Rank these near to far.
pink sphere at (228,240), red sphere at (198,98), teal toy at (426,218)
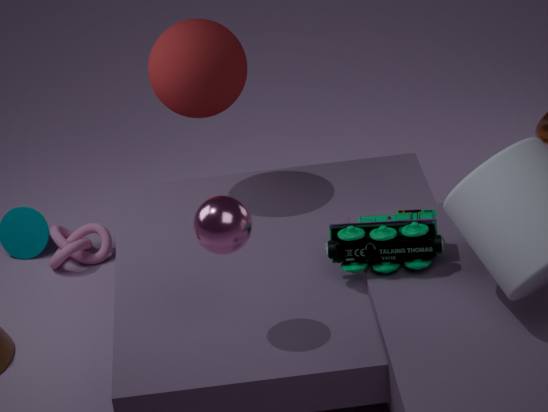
pink sphere at (228,240)
teal toy at (426,218)
red sphere at (198,98)
